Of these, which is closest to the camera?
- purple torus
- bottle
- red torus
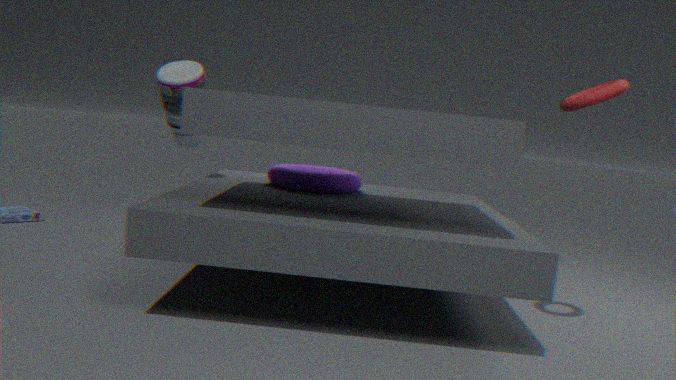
red torus
